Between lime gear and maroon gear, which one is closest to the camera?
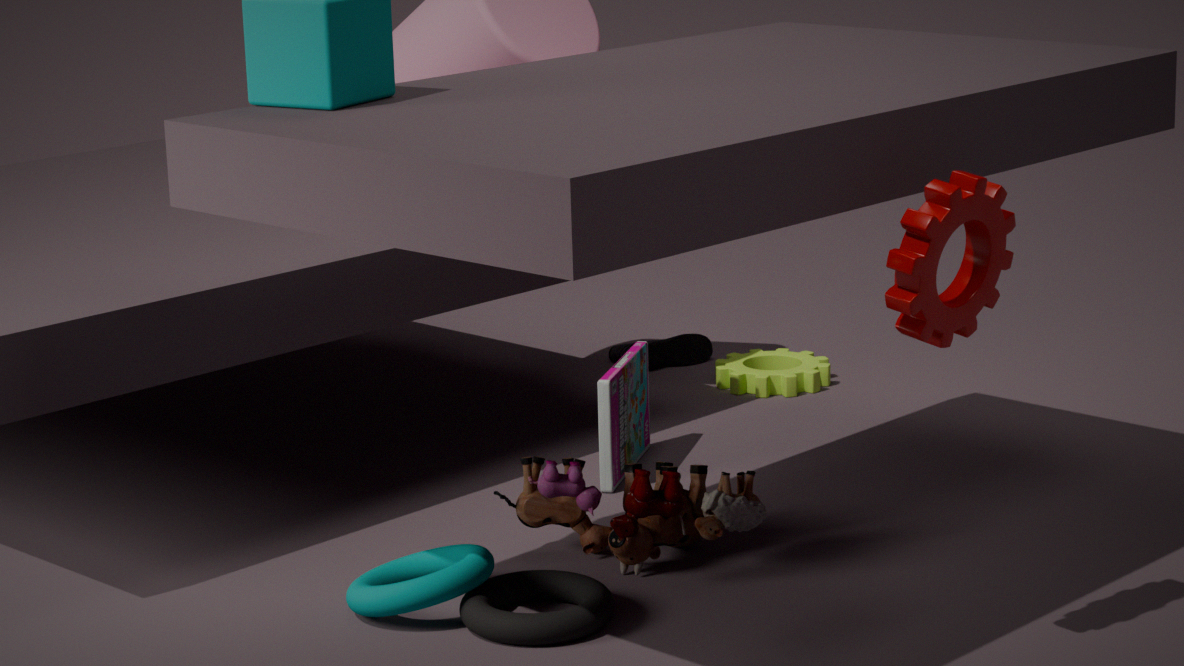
maroon gear
